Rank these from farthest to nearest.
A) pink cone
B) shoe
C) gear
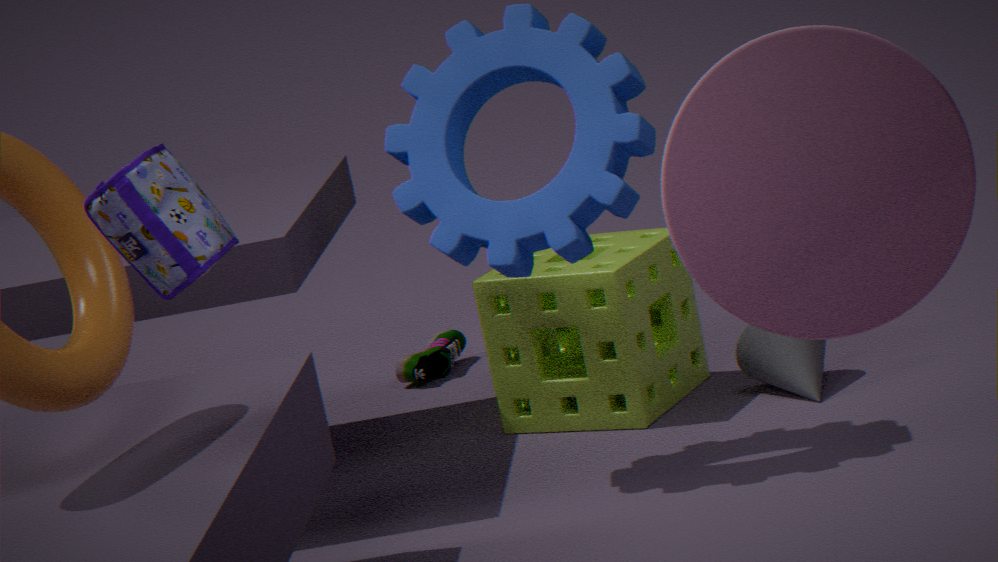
shoe
gear
pink cone
